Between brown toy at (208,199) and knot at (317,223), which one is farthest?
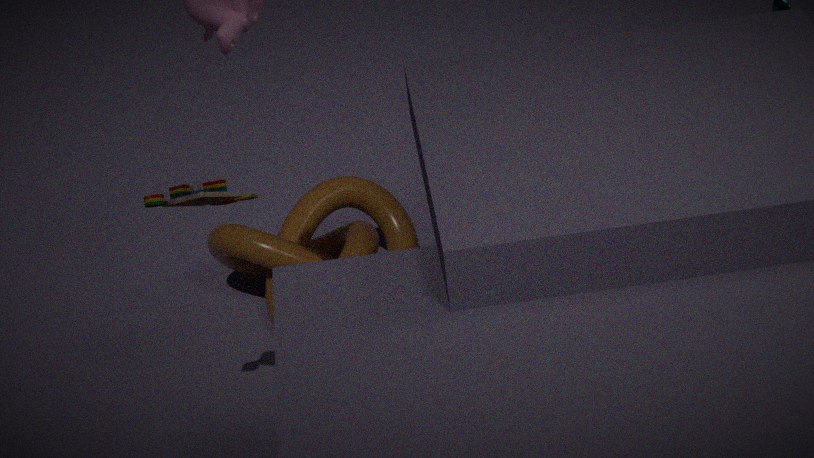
knot at (317,223)
